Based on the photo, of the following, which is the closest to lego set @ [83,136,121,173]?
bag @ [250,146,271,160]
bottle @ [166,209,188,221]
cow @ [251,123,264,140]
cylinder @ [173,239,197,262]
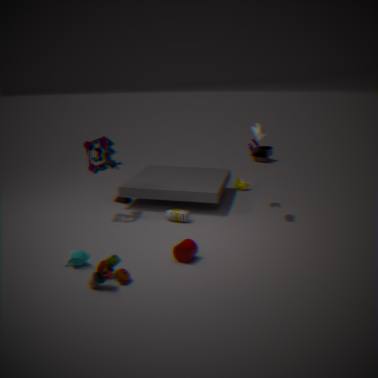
bottle @ [166,209,188,221]
